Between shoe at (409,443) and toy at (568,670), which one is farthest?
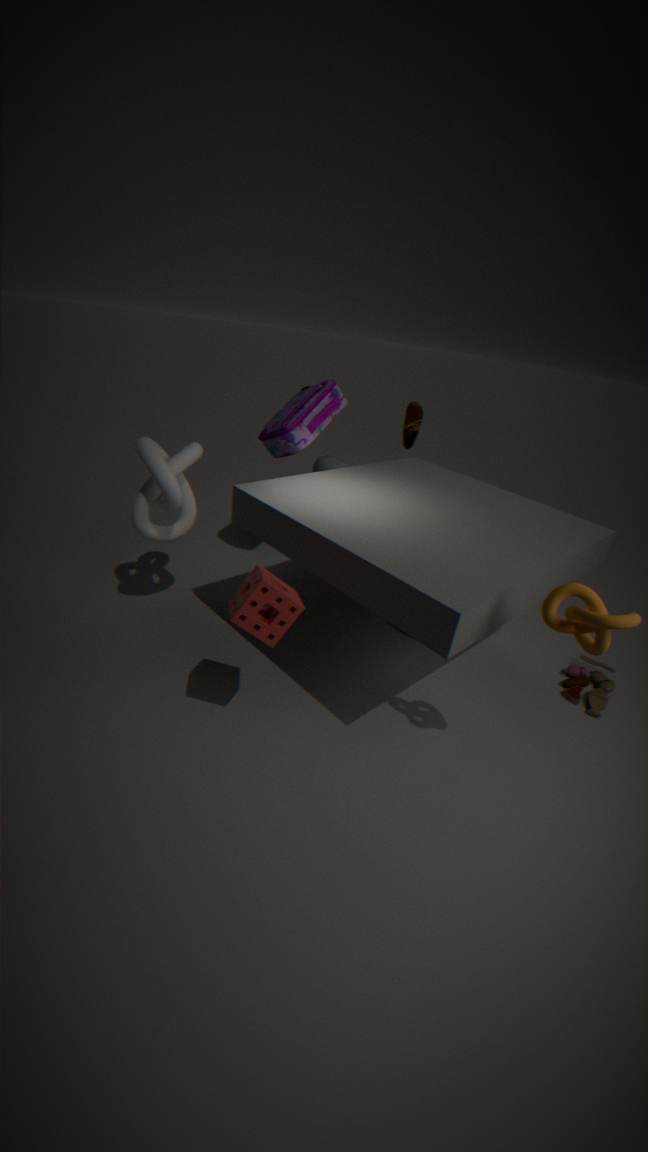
shoe at (409,443)
